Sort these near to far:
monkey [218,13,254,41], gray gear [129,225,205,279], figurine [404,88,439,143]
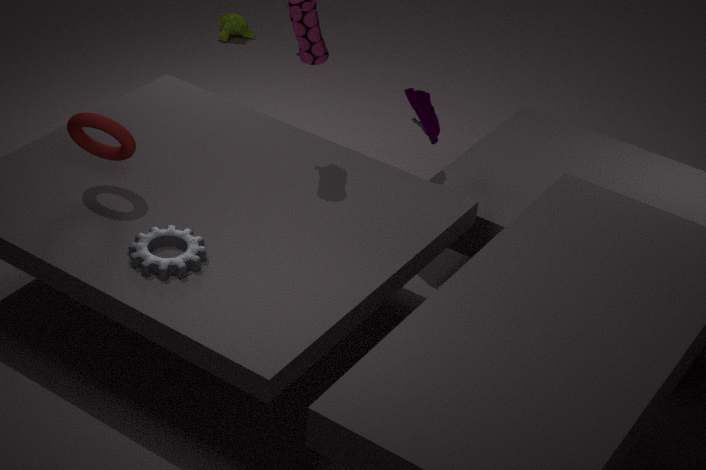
gray gear [129,225,205,279], figurine [404,88,439,143], monkey [218,13,254,41]
